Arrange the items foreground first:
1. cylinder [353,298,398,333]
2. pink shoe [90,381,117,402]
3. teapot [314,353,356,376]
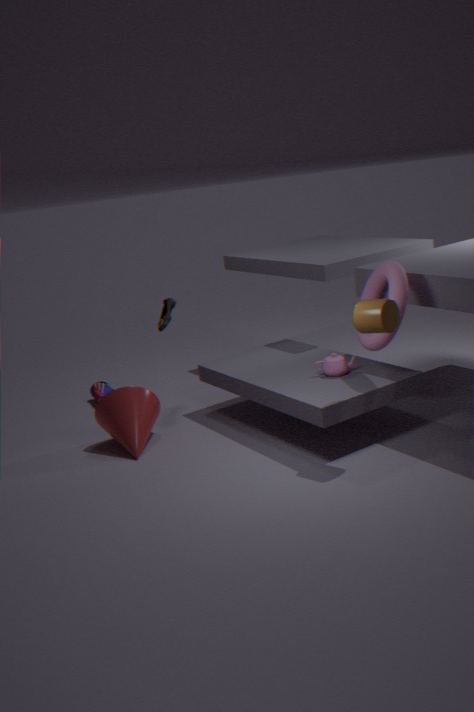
1. cylinder [353,298,398,333]
2. teapot [314,353,356,376]
3. pink shoe [90,381,117,402]
